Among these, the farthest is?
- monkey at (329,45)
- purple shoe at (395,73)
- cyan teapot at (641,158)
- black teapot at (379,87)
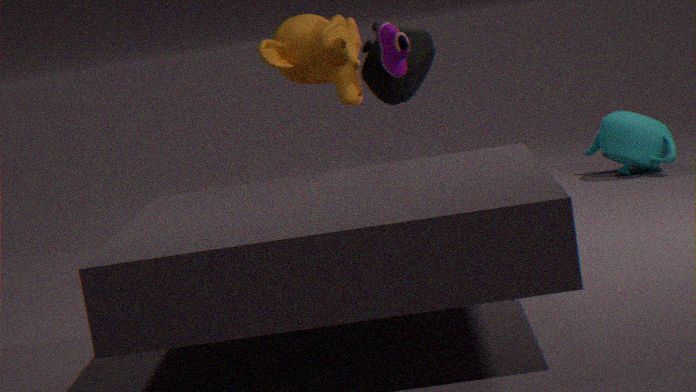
cyan teapot at (641,158)
